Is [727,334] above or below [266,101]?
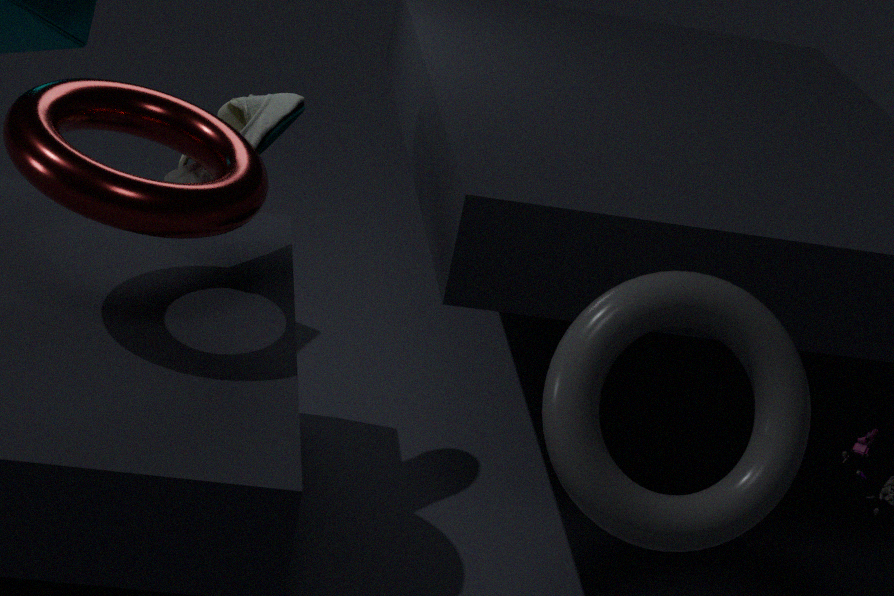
below
